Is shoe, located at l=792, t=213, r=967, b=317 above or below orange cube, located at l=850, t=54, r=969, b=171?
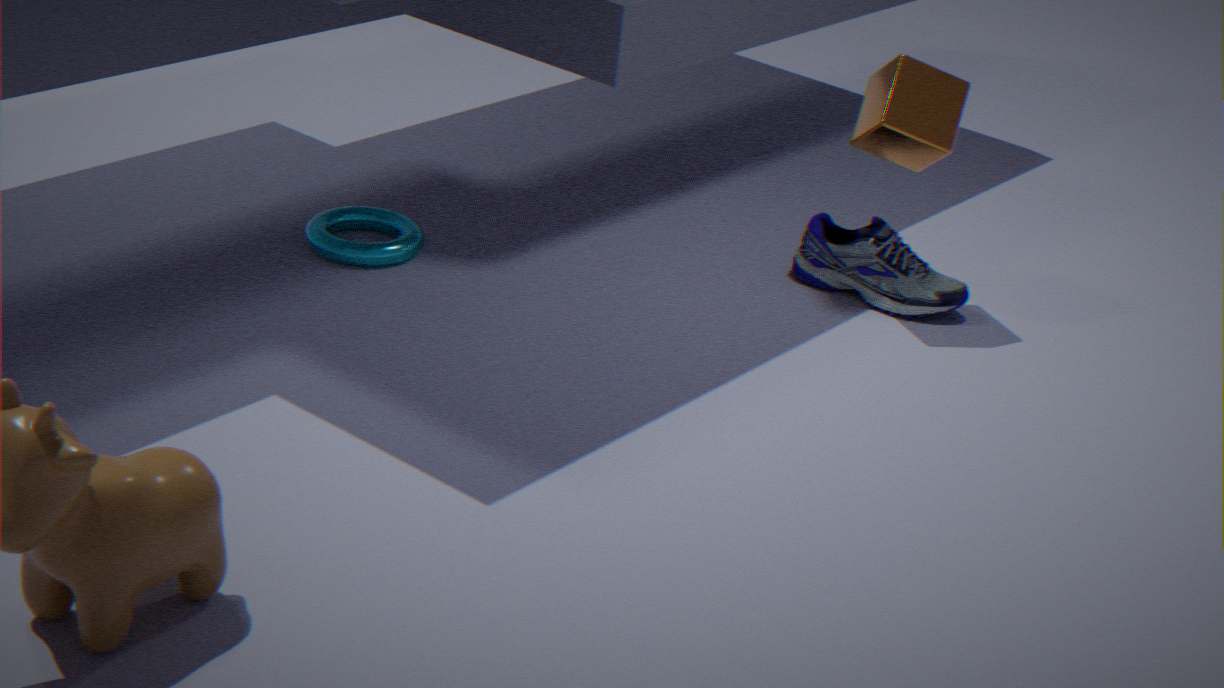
below
